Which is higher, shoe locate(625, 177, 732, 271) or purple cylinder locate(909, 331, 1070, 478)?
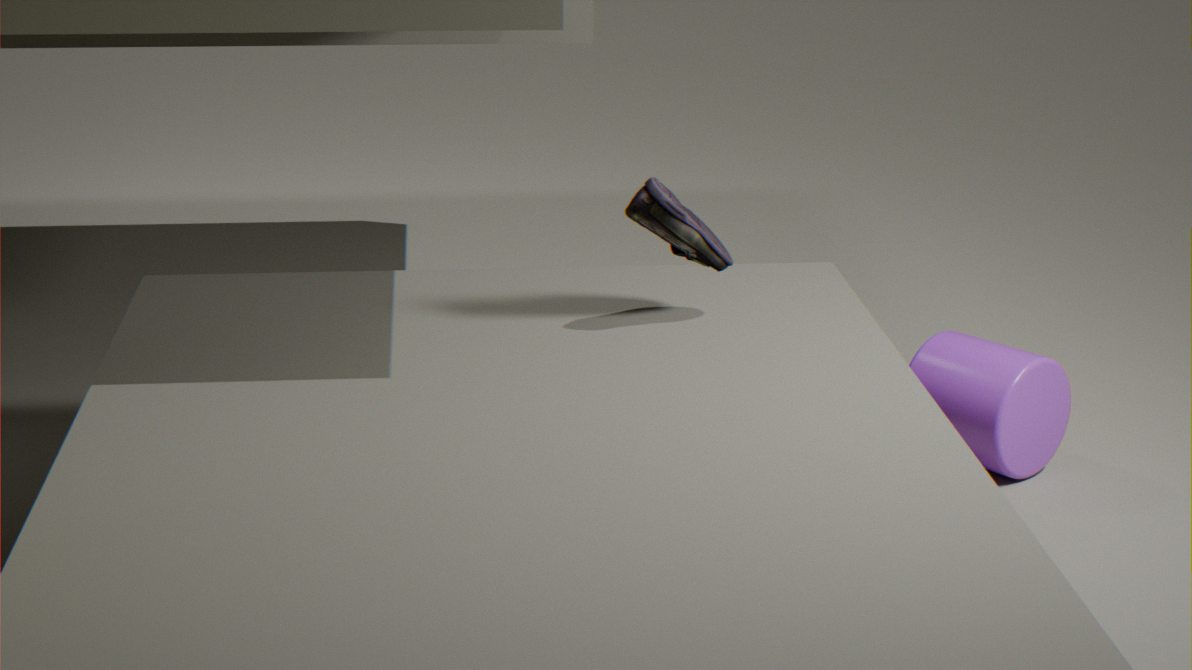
shoe locate(625, 177, 732, 271)
